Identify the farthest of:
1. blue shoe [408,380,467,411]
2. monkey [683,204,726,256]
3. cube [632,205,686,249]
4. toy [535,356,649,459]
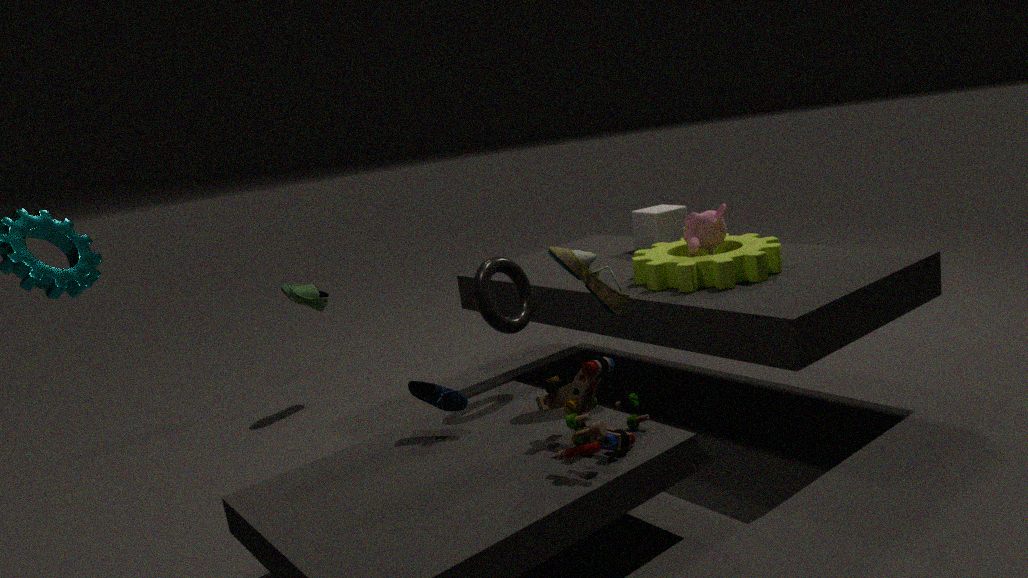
cube [632,205,686,249]
